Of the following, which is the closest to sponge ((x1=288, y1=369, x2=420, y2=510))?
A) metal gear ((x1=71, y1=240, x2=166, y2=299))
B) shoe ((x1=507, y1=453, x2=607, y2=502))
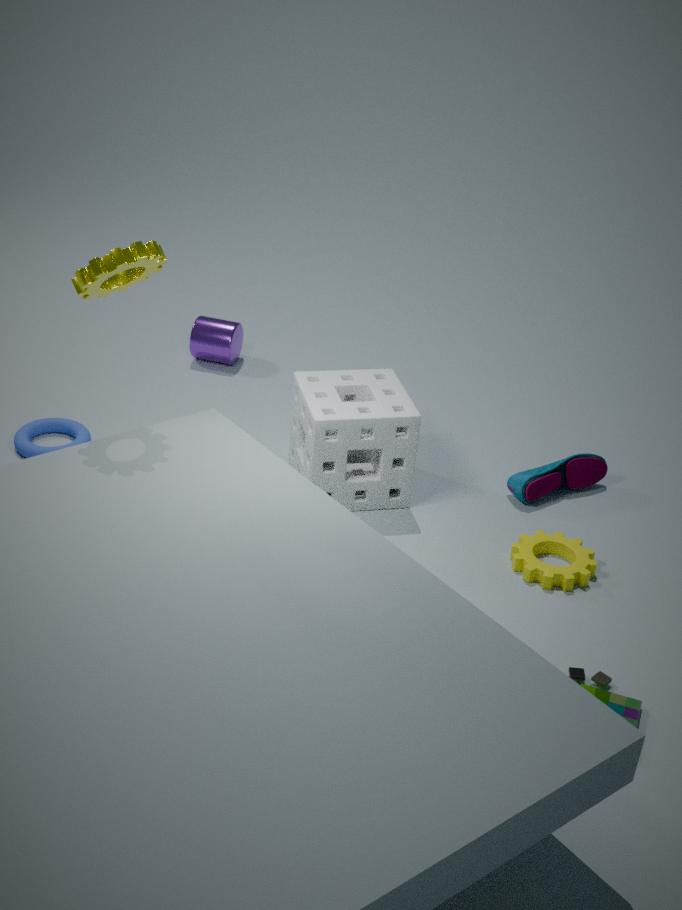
shoe ((x1=507, y1=453, x2=607, y2=502))
